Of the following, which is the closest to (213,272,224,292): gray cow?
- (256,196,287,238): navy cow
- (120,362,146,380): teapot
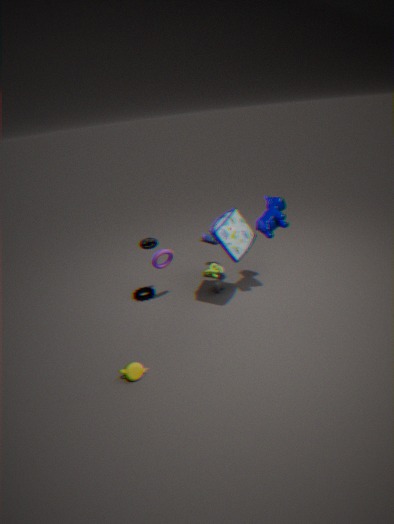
(256,196,287,238): navy cow
